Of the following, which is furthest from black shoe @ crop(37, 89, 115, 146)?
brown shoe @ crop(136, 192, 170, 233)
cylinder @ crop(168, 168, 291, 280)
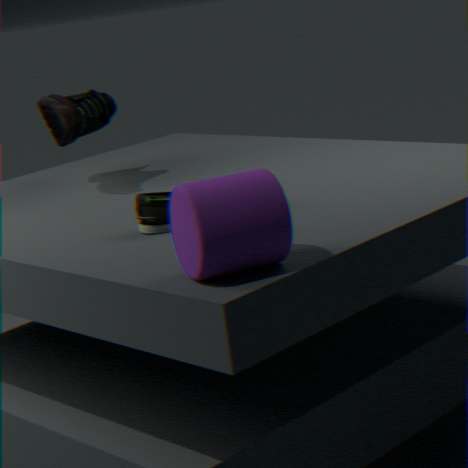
cylinder @ crop(168, 168, 291, 280)
